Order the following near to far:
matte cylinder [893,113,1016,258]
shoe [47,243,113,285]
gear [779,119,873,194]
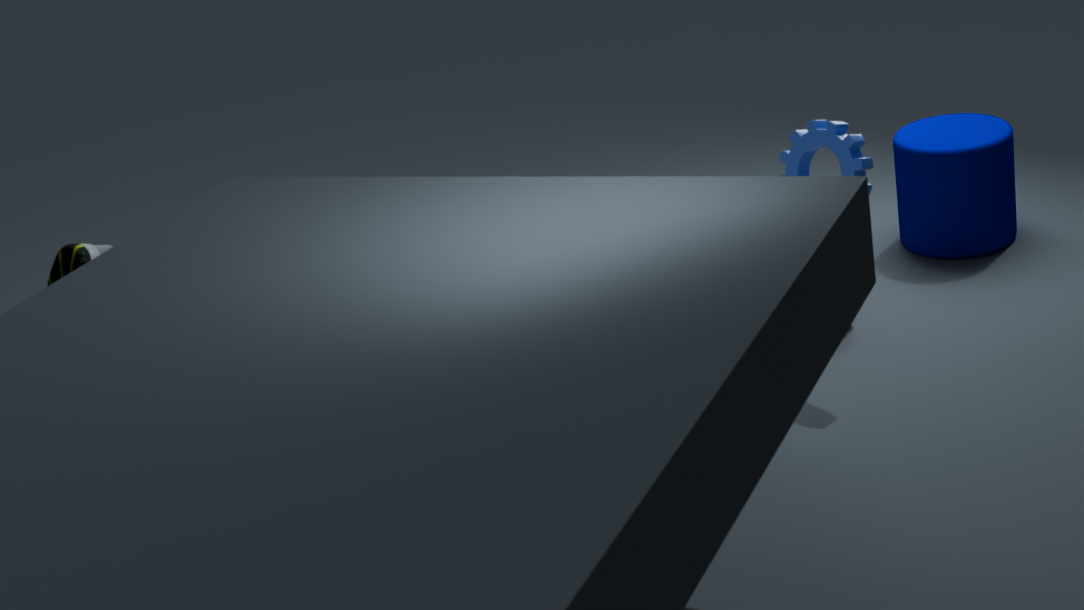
shoe [47,243,113,285] → gear [779,119,873,194] → matte cylinder [893,113,1016,258]
